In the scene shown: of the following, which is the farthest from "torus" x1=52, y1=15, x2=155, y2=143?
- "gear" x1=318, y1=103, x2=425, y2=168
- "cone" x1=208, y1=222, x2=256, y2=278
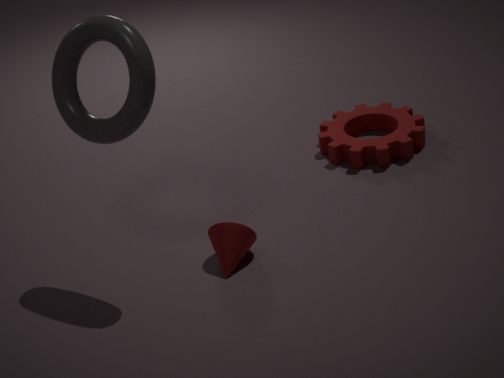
"gear" x1=318, y1=103, x2=425, y2=168
